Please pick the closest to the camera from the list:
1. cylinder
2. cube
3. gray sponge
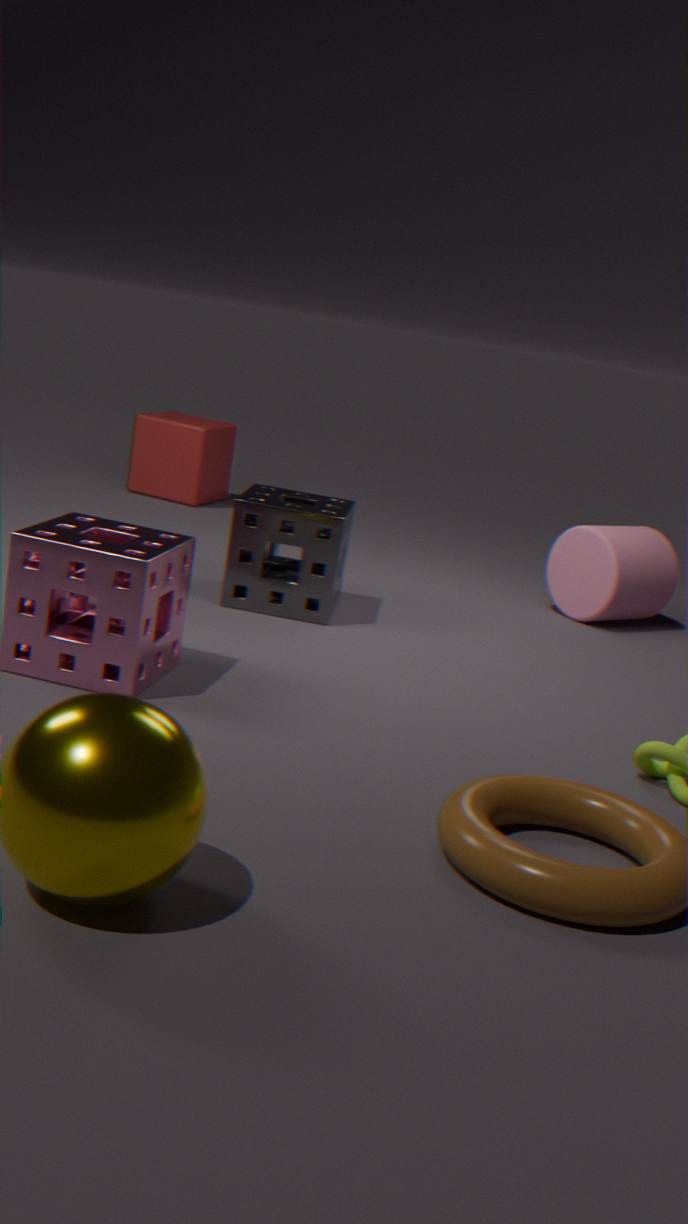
gray sponge
